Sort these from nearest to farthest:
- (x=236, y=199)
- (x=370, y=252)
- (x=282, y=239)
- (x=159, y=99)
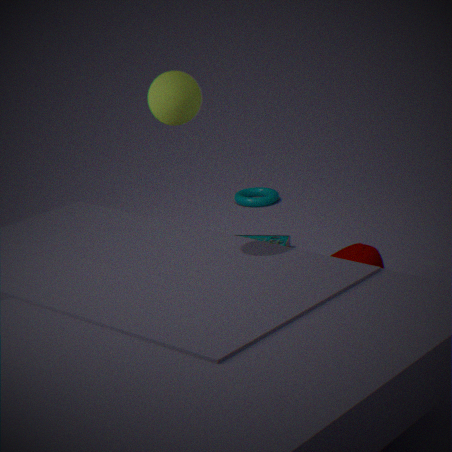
(x=159, y=99), (x=370, y=252), (x=282, y=239), (x=236, y=199)
